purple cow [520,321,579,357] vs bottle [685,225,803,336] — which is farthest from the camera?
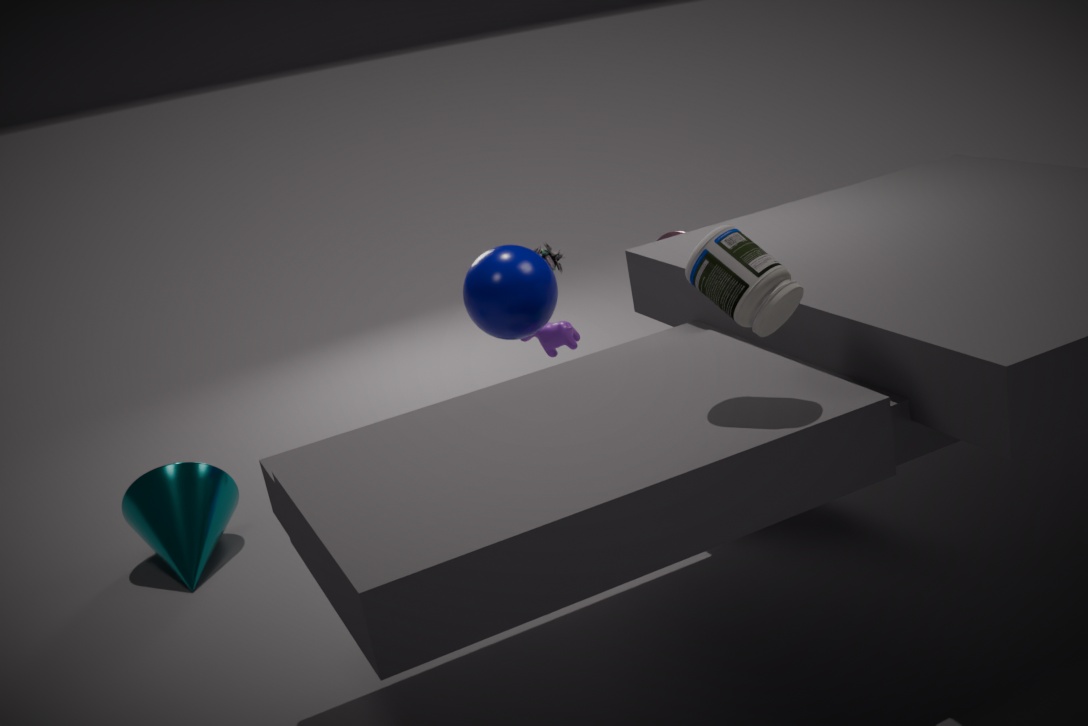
purple cow [520,321,579,357]
